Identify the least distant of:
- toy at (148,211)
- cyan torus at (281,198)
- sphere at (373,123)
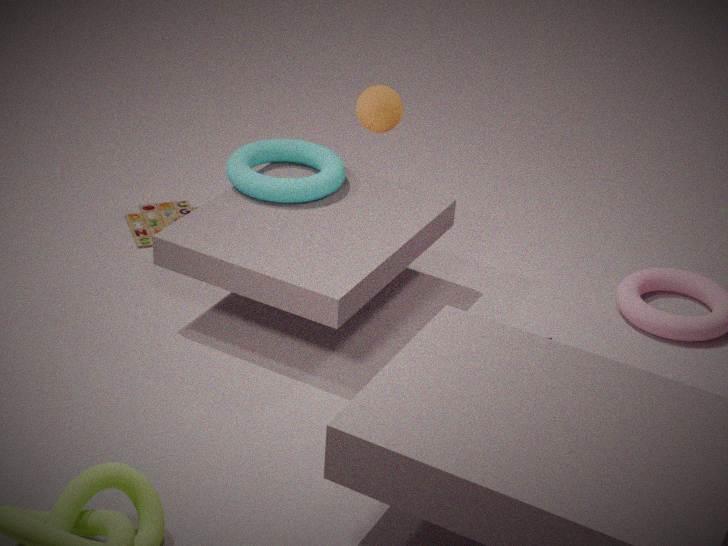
sphere at (373,123)
